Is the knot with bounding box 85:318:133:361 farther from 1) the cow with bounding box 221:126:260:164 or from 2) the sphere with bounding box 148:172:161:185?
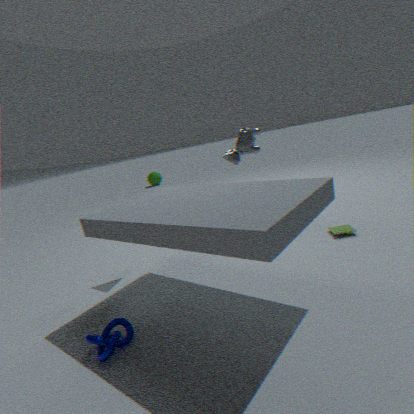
2) the sphere with bounding box 148:172:161:185
